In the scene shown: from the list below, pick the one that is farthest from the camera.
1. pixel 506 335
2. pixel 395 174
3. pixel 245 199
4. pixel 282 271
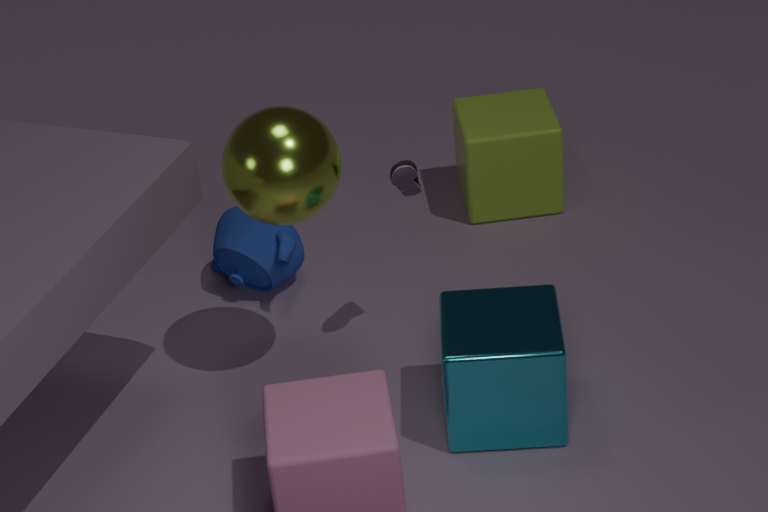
pixel 282 271
